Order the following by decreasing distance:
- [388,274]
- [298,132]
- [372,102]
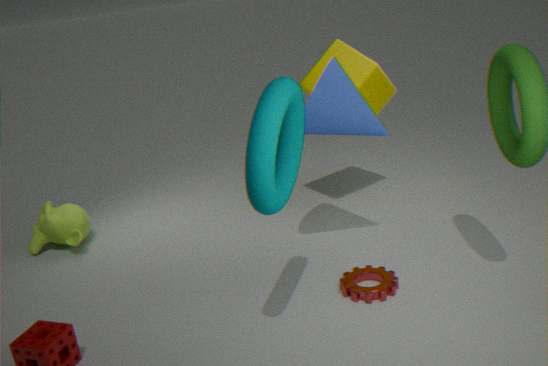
[372,102]
[388,274]
[298,132]
